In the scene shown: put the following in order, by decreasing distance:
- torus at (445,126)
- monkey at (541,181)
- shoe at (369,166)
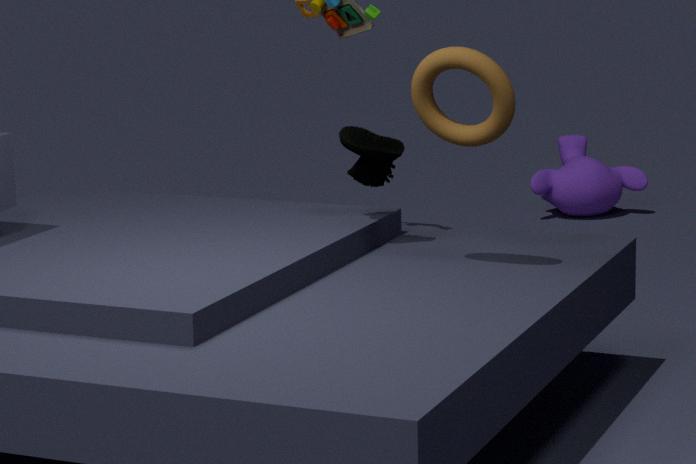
monkey at (541,181) → shoe at (369,166) → torus at (445,126)
